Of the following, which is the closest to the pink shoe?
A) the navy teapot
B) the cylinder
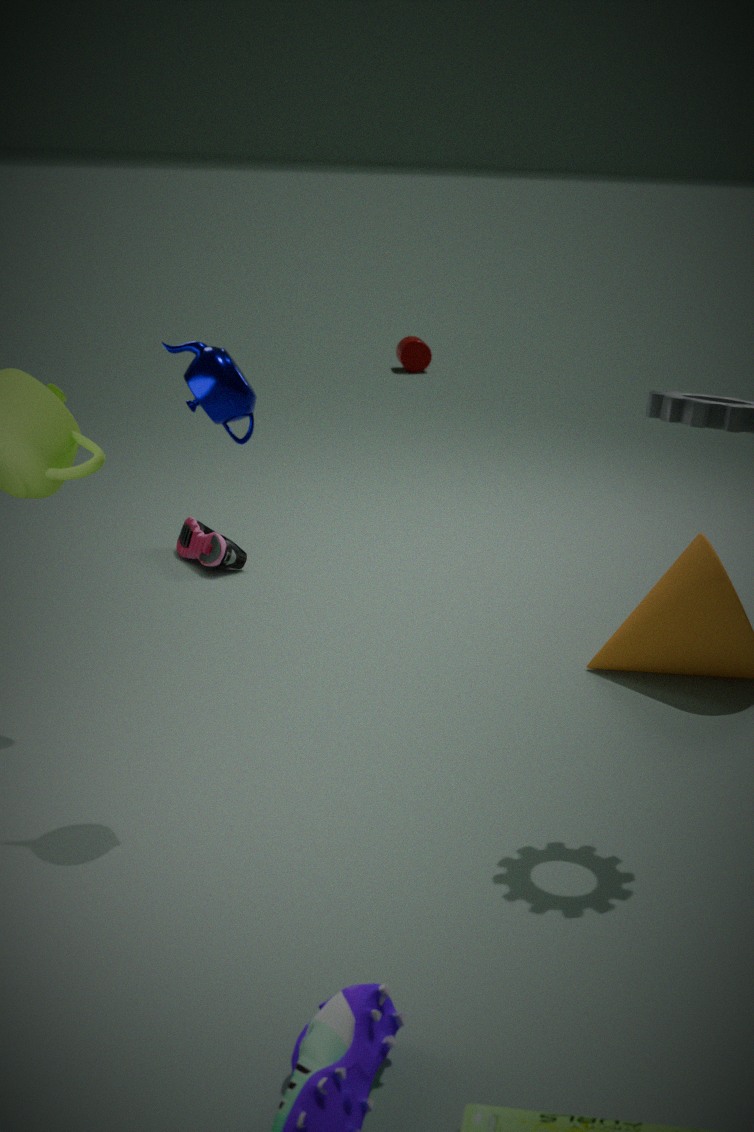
the navy teapot
